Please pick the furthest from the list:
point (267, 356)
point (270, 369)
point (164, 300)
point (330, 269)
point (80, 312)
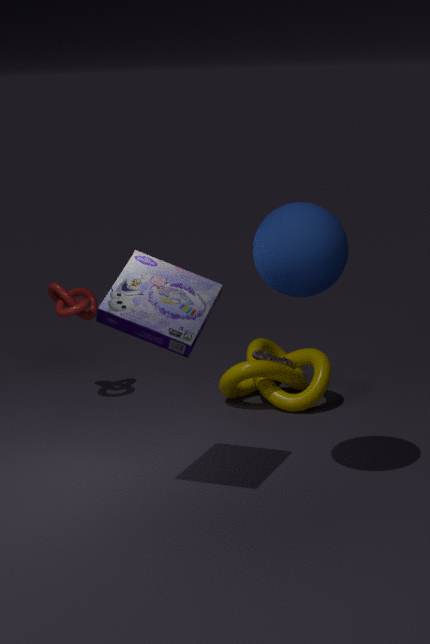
point (80, 312)
